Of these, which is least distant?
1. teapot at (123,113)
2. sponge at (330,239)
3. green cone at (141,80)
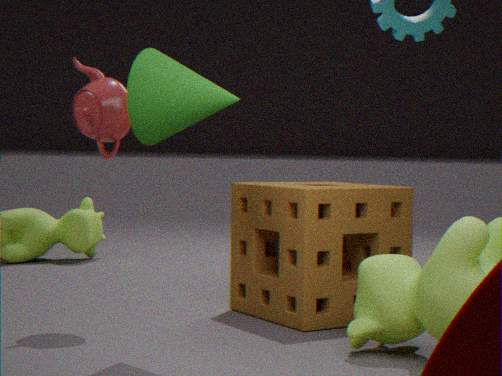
green cone at (141,80)
